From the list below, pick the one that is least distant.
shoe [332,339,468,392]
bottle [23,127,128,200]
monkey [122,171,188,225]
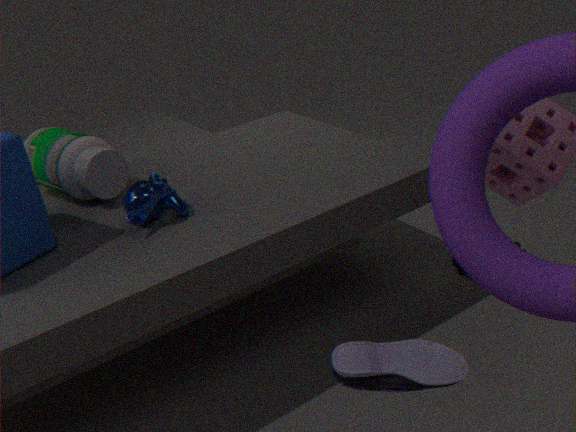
shoe [332,339,468,392]
